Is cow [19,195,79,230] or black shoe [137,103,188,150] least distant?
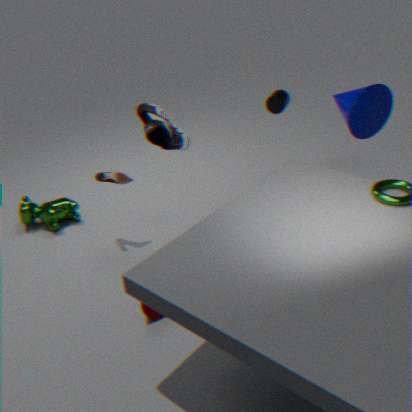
black shoe [137,103,188,150]
